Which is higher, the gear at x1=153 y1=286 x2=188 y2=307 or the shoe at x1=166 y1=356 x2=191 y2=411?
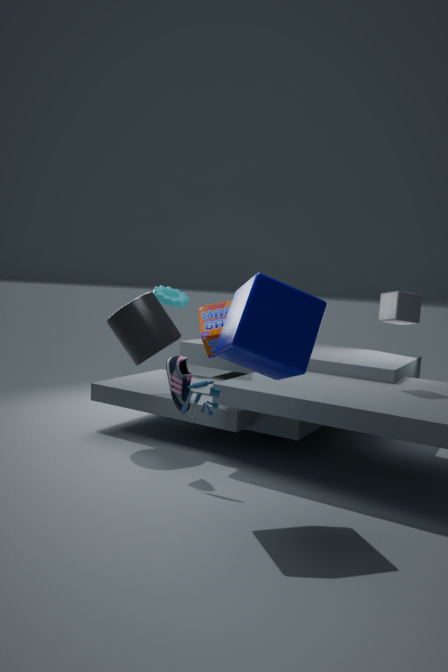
the gear at x1=153 y1=286 x2=188 y2=307
